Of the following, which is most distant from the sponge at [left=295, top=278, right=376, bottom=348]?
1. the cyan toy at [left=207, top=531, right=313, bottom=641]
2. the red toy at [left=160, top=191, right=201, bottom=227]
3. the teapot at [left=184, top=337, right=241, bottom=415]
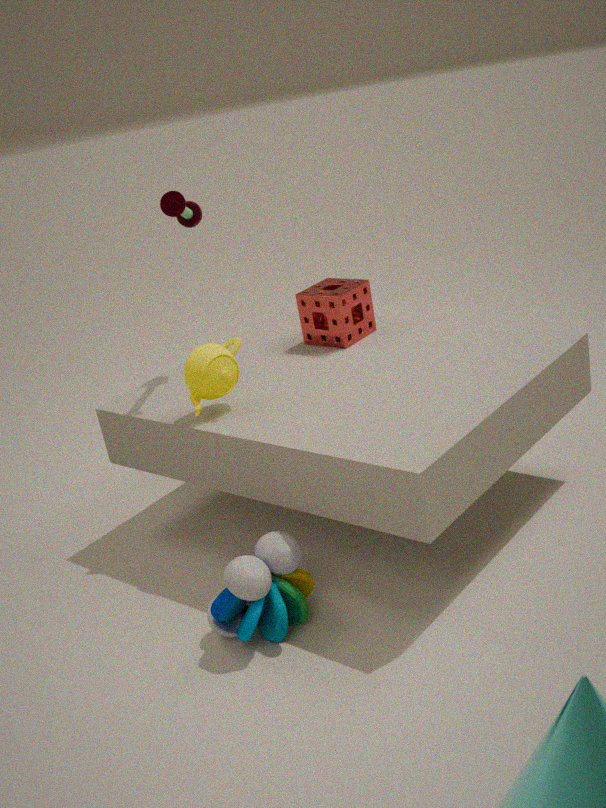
the cyan toy at [left=207, top=531, right=313, bottom=641]
